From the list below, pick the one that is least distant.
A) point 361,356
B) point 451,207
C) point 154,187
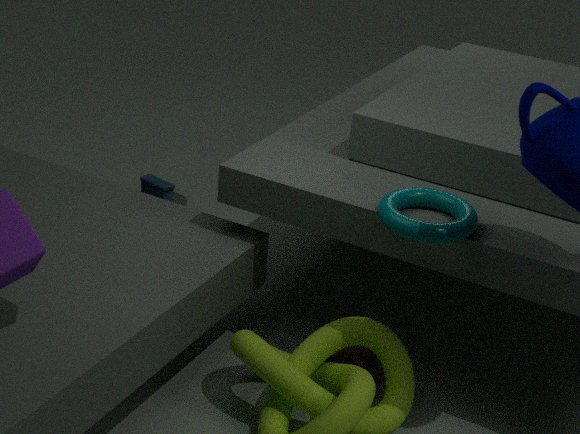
point 451,207
